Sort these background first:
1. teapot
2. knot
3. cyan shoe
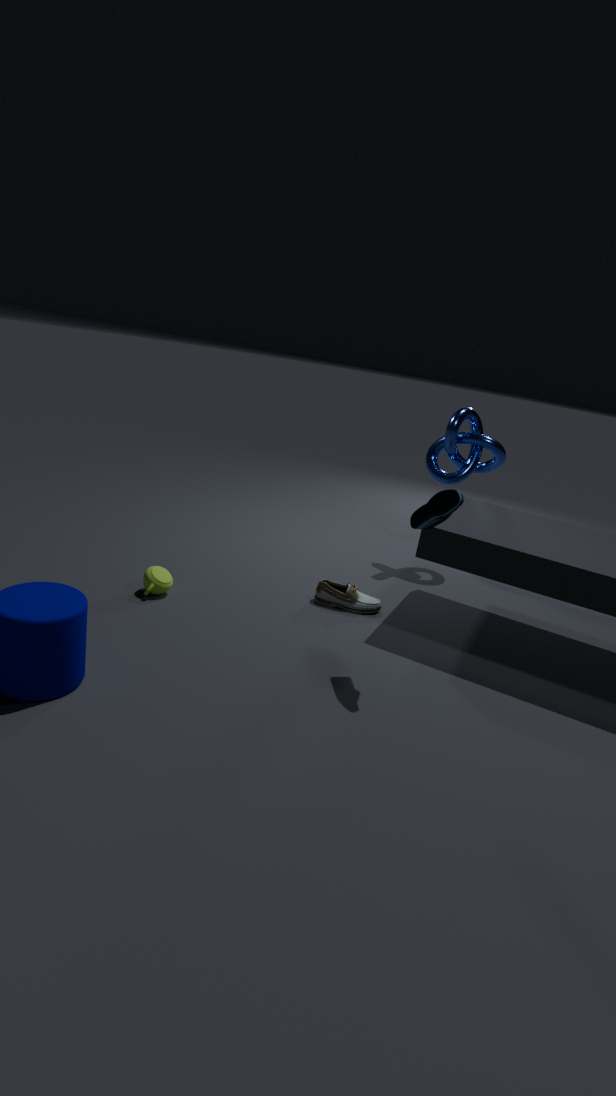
knot < teapot < cyan shoe
